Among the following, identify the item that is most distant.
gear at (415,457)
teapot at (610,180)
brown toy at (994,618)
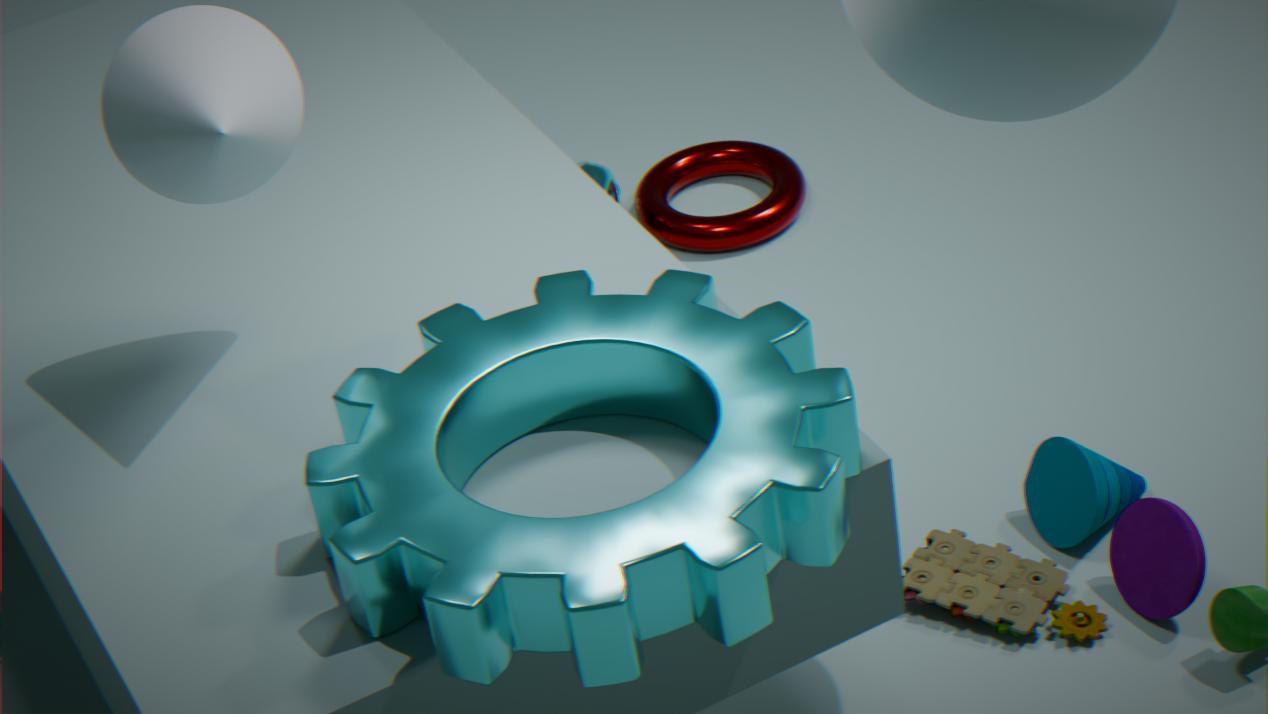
teapot at (610,180)
